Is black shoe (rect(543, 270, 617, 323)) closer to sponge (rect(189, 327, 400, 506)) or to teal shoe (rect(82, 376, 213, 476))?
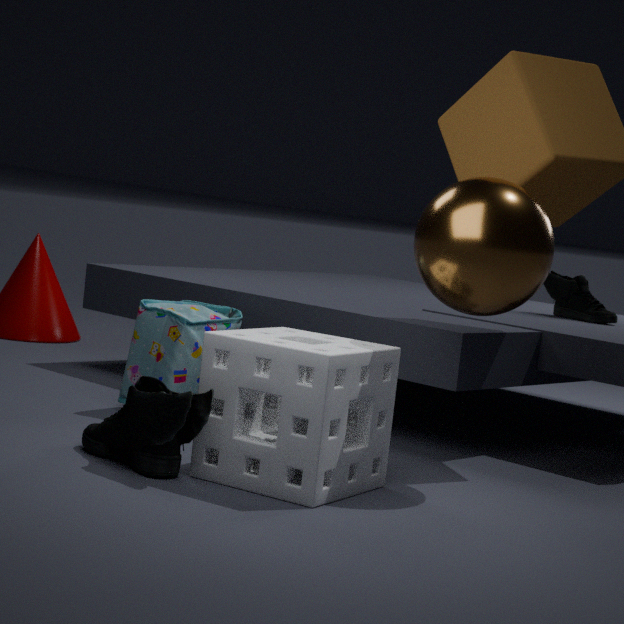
sponge (rect(189, 327, 400, 506))
